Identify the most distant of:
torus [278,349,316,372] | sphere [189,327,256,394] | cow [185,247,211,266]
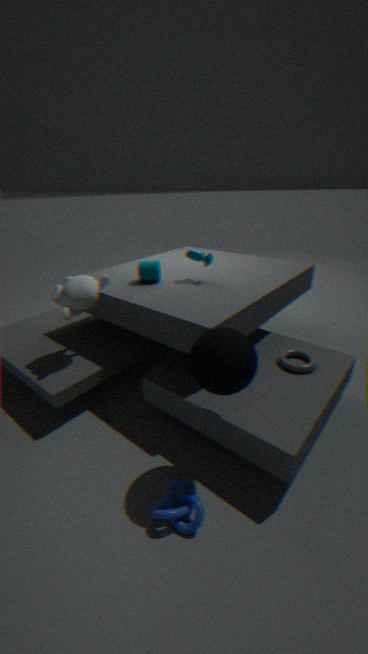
cow [185,247,211,266]
